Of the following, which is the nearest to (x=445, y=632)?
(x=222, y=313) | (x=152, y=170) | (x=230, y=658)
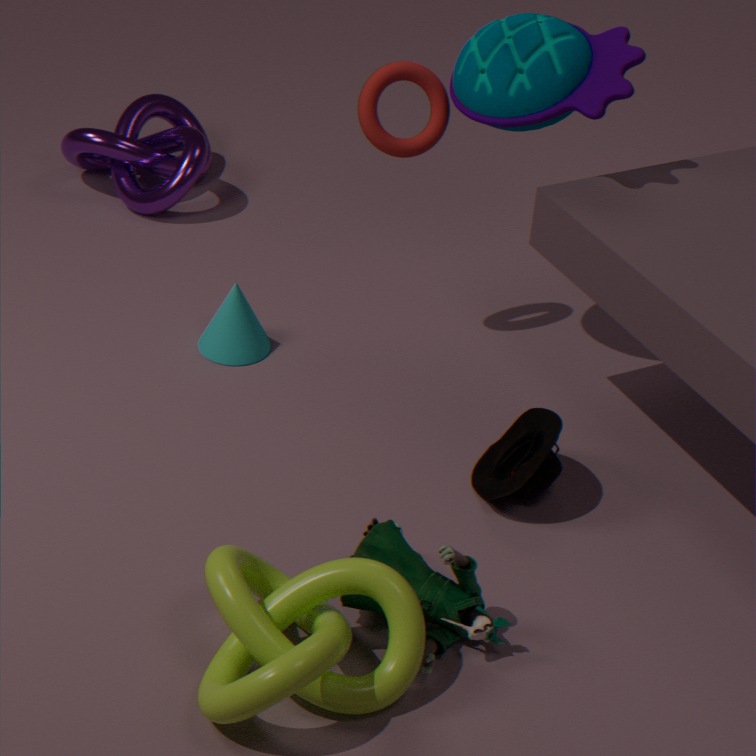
(x=230, y=658)
